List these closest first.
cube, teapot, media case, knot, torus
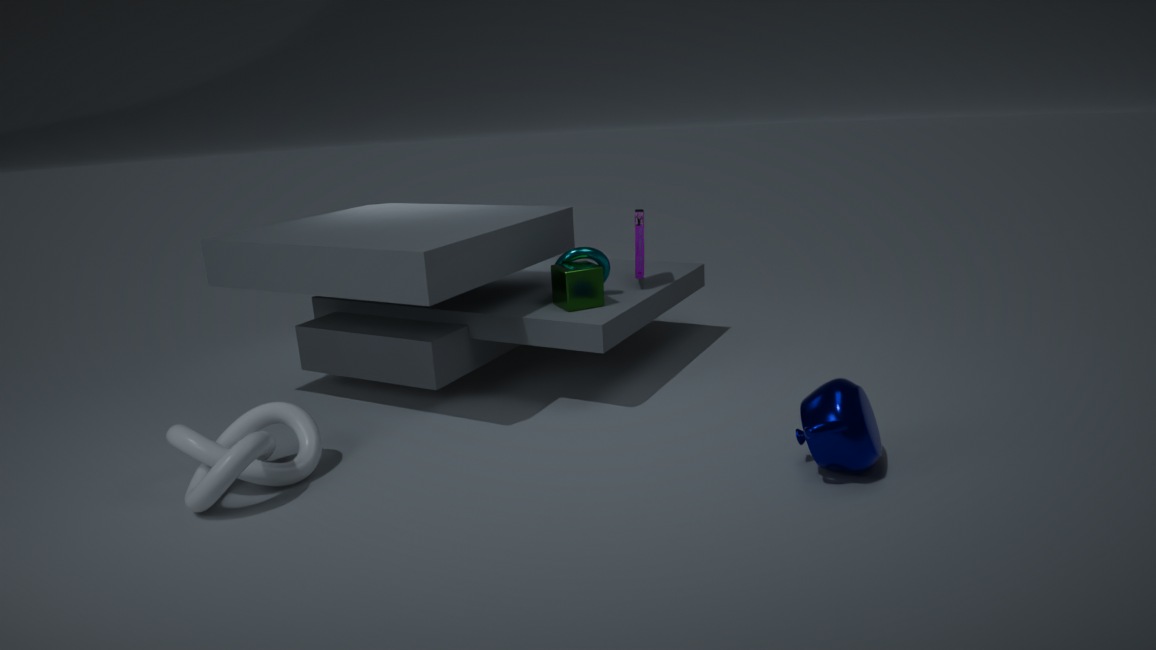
teapot → knot → cube → torus → media case
